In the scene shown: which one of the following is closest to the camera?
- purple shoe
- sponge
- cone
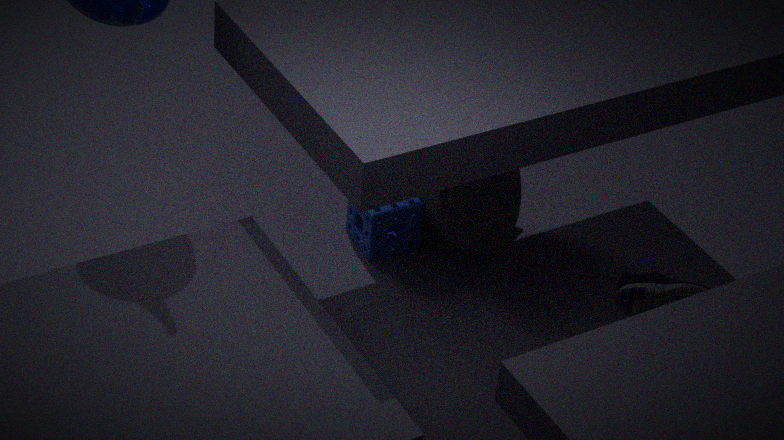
purple shoe
